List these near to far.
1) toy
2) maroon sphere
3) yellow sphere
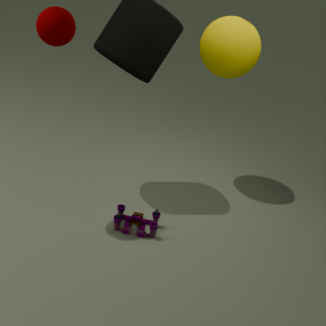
2. maroon sphere < 1. toy < 3. yellow sphere
